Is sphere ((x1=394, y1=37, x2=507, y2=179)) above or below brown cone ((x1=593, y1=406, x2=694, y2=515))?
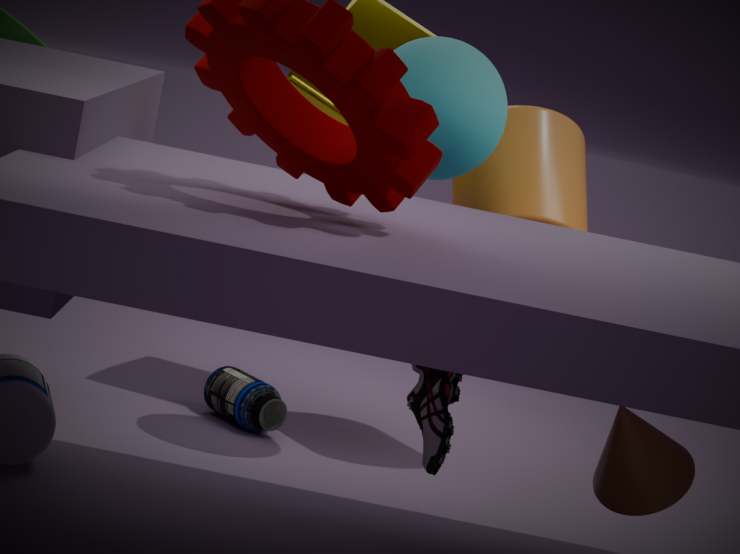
above
